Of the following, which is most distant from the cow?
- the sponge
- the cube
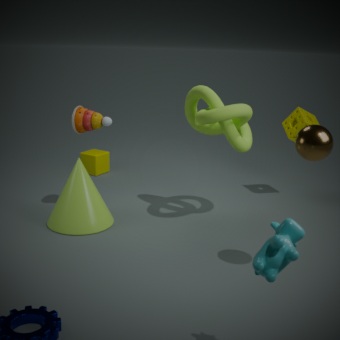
the cube
